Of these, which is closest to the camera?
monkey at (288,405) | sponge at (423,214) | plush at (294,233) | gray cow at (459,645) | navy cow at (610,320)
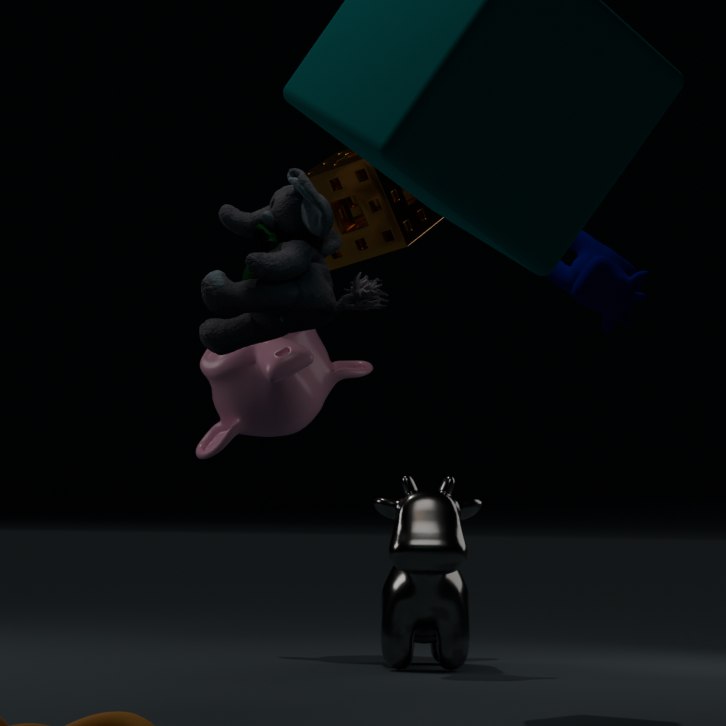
navy cow at (610,320)
